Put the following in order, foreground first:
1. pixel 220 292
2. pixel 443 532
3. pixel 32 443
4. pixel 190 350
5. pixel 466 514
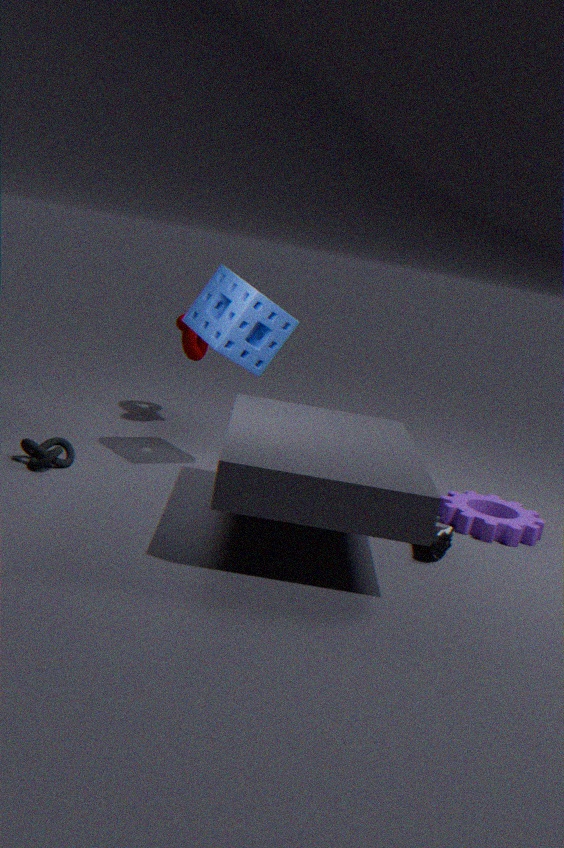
pixel 443 532
pixel 32 443
pixel 220 292
pixel 466 514
pixel 190 350
